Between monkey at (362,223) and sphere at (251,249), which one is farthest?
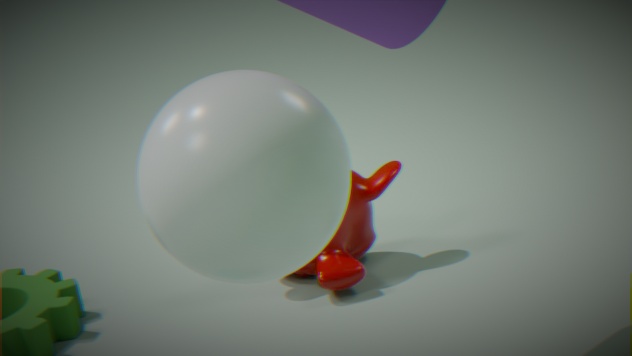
monkey at (362,223)
